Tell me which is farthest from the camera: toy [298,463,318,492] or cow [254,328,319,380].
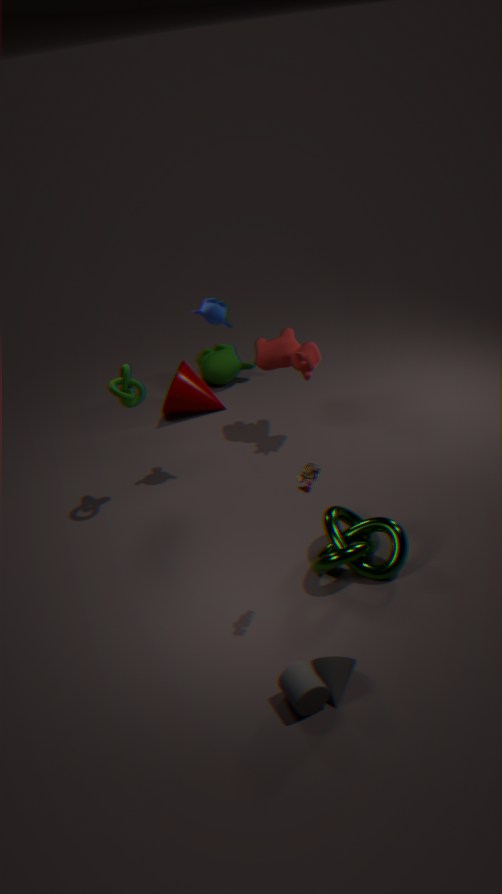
cow [254,328,319,380]
